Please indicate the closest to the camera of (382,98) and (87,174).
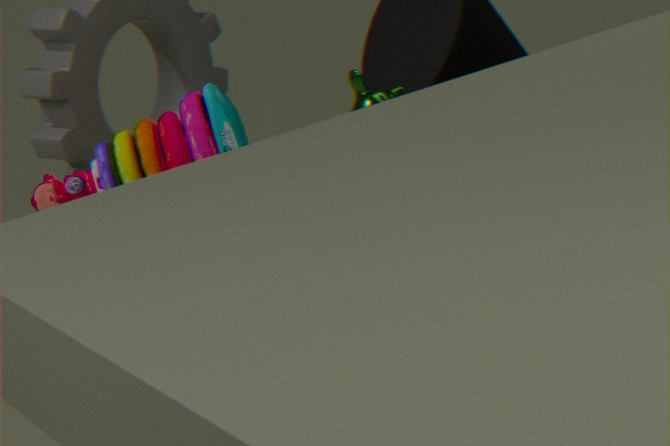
(87,174)
